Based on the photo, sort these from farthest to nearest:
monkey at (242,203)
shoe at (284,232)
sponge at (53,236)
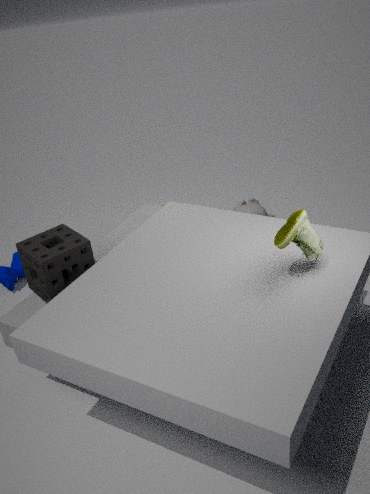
monkey at (242,203) < sponge at (53,236) < shoe at (284,232)
